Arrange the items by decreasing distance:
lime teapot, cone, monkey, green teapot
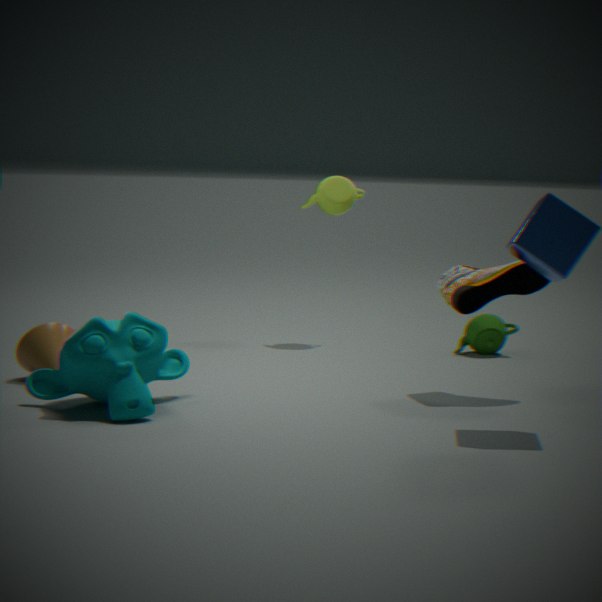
lime teapot
green teapot
cone
monkey
